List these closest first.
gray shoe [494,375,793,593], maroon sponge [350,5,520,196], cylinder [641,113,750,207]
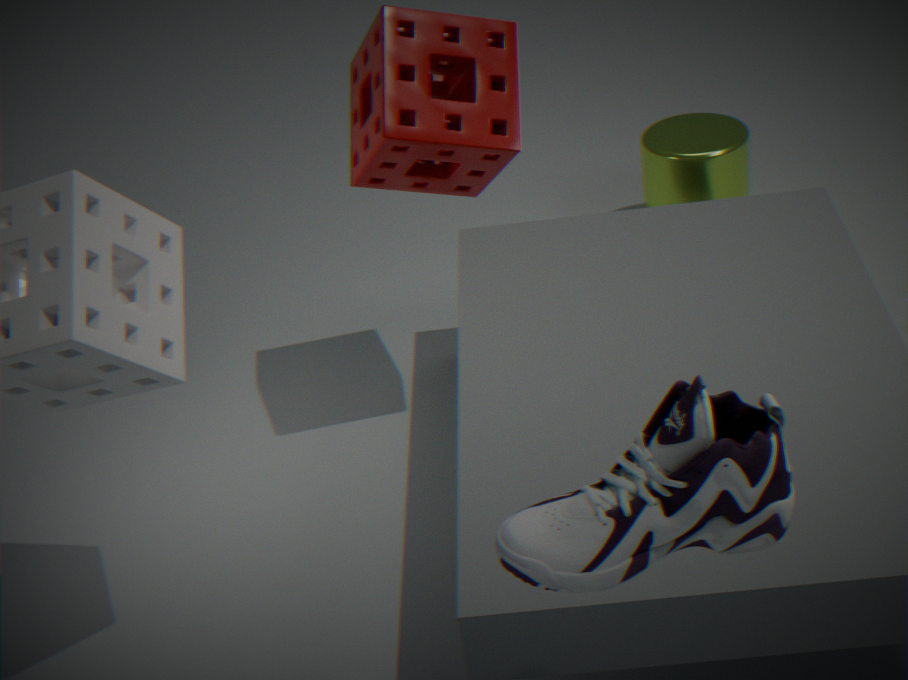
1. gray shoe [494,375,793,593]
2. maroon sponge [350,5,520,196]
3. cylinder [641,113,750,207]
